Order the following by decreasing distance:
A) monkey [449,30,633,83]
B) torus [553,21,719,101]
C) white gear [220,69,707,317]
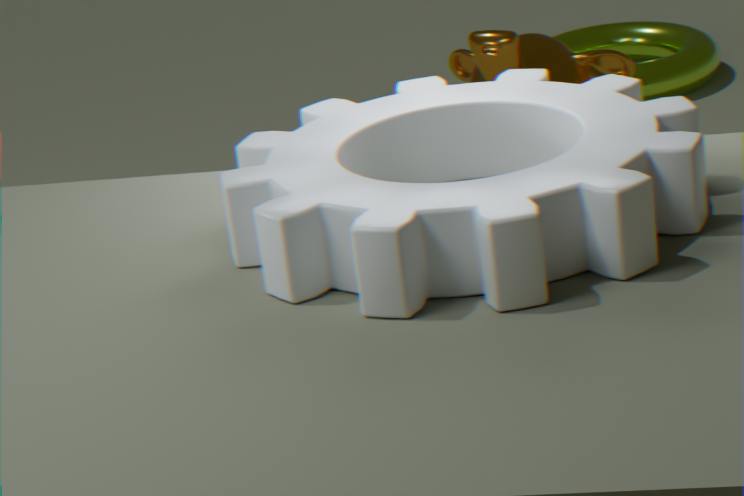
1. B. torus [553,21,719,101]
2. A. monkey [449,30,633,83]
3. C. white gear [220,69,707,317]
